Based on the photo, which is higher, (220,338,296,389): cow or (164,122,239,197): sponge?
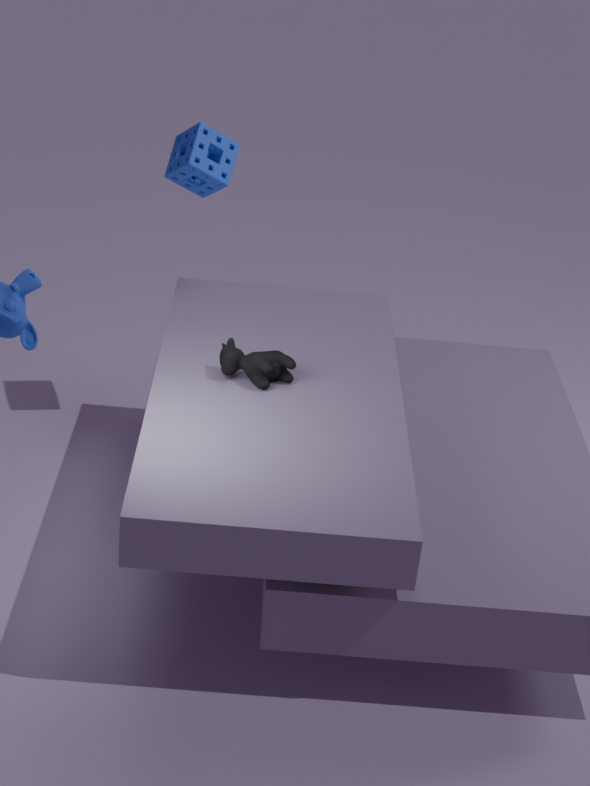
(164,122,239,197): sponge
